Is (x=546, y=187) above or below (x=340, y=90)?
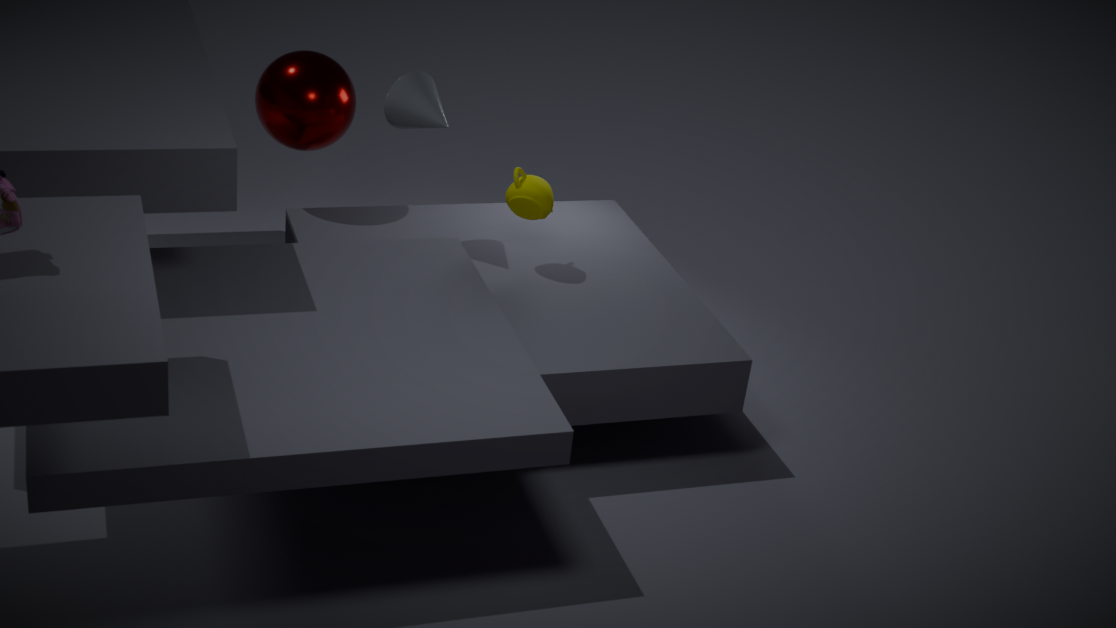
below
